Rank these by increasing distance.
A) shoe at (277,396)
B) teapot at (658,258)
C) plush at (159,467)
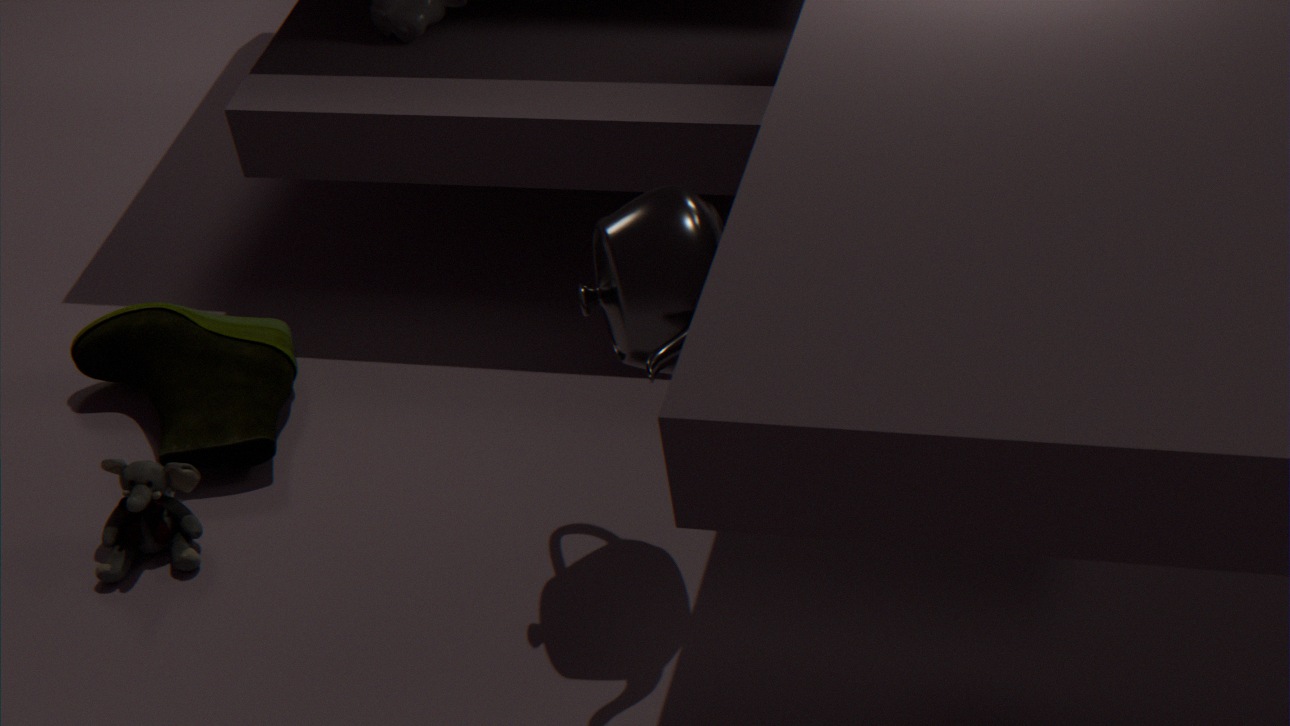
teapot at (658,258) → plush at (159,467) → shoe at (277,396)
